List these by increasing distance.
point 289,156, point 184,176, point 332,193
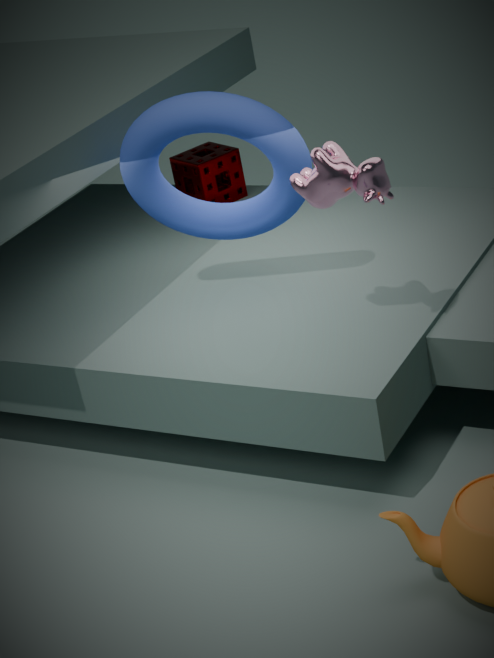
point 332,193 → point 289,156 → point 184,176
